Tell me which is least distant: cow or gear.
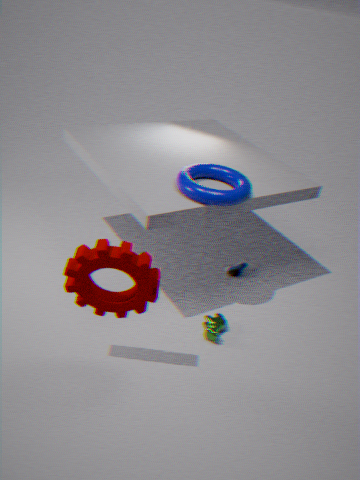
gear
